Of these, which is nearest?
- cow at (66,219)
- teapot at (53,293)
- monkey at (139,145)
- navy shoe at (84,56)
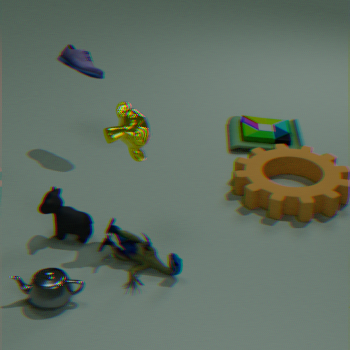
teapot at (53,293)
